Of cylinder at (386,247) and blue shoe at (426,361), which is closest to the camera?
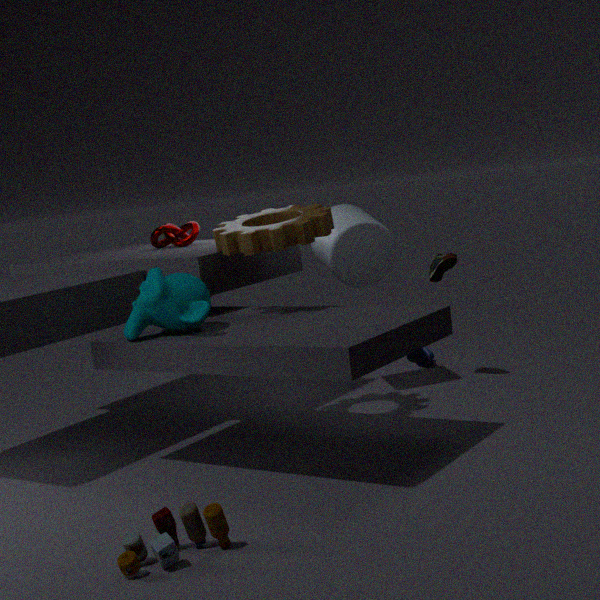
cylinder at (386,247)
